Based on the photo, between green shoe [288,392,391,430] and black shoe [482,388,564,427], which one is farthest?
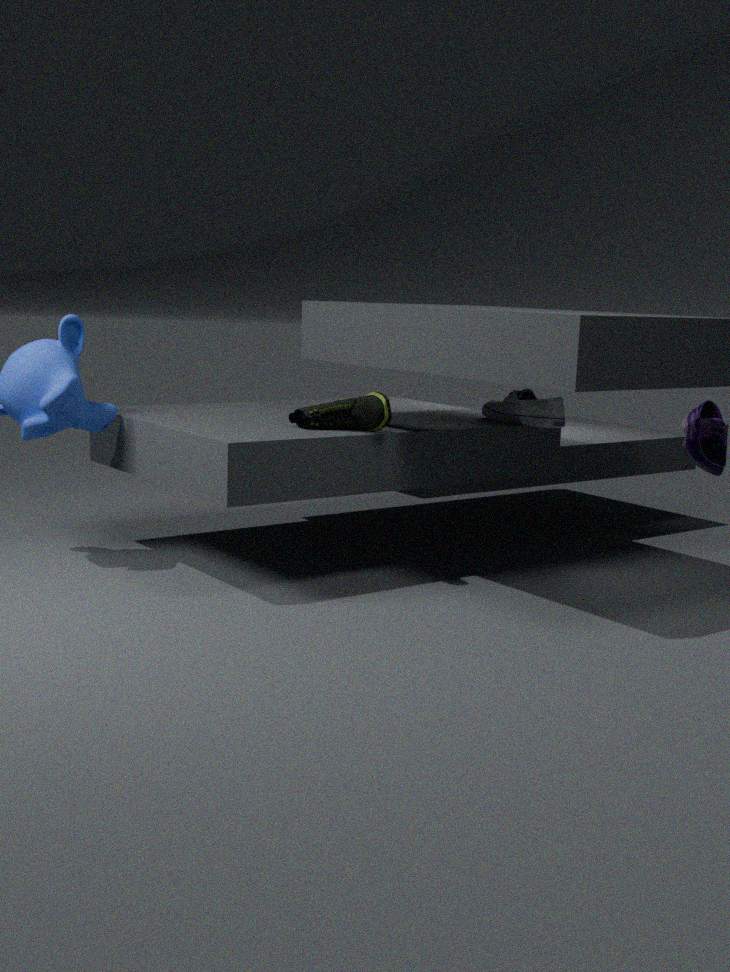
black shoe [482,388,564,427]
